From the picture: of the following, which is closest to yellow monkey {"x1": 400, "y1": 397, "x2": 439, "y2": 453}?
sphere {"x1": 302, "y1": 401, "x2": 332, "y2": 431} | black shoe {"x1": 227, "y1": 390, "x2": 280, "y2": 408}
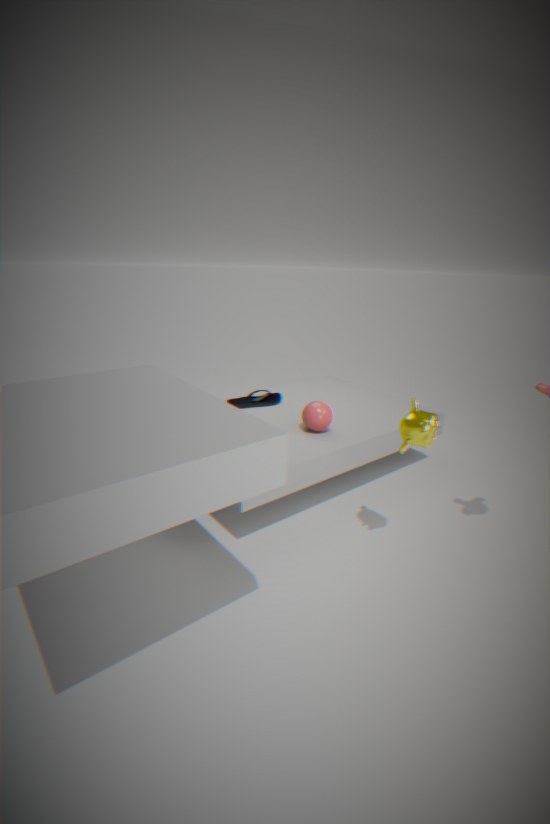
sphere {"x1": 302, "y1": 401, "x2": 332, "y2": 431}
